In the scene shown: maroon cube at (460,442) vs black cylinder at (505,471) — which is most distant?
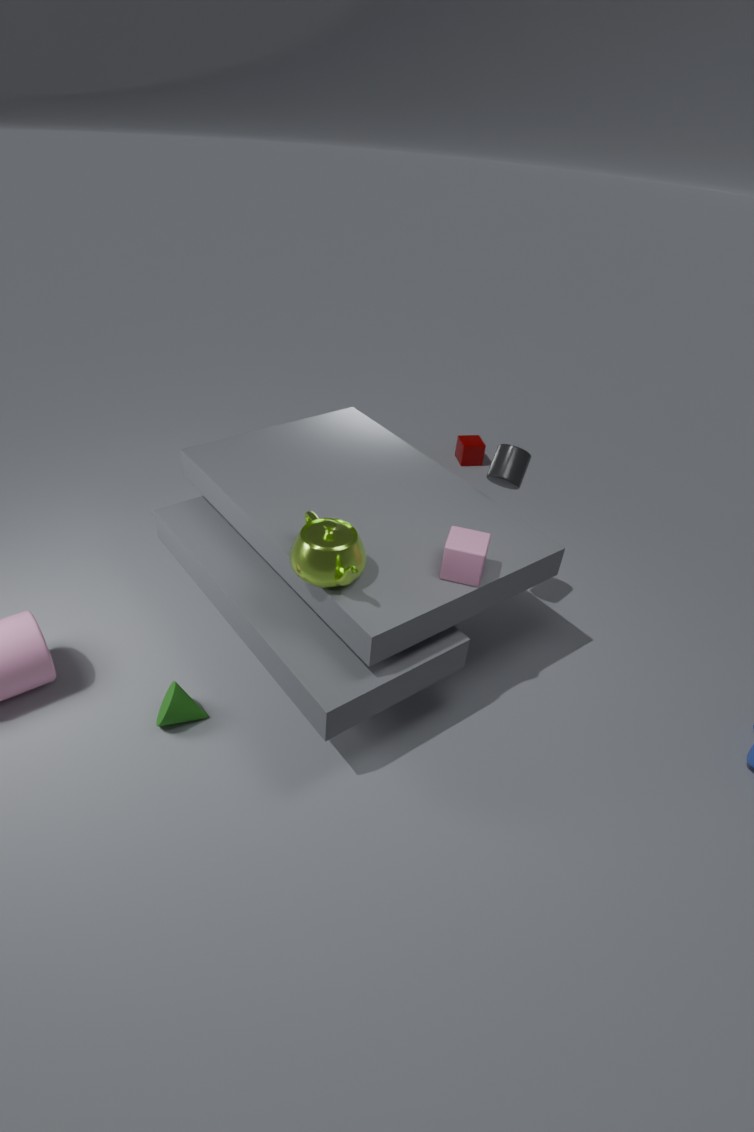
maroon cube at (460,442)
